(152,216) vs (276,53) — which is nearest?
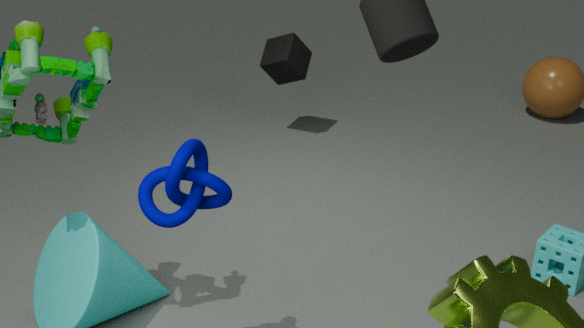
(152,216)
